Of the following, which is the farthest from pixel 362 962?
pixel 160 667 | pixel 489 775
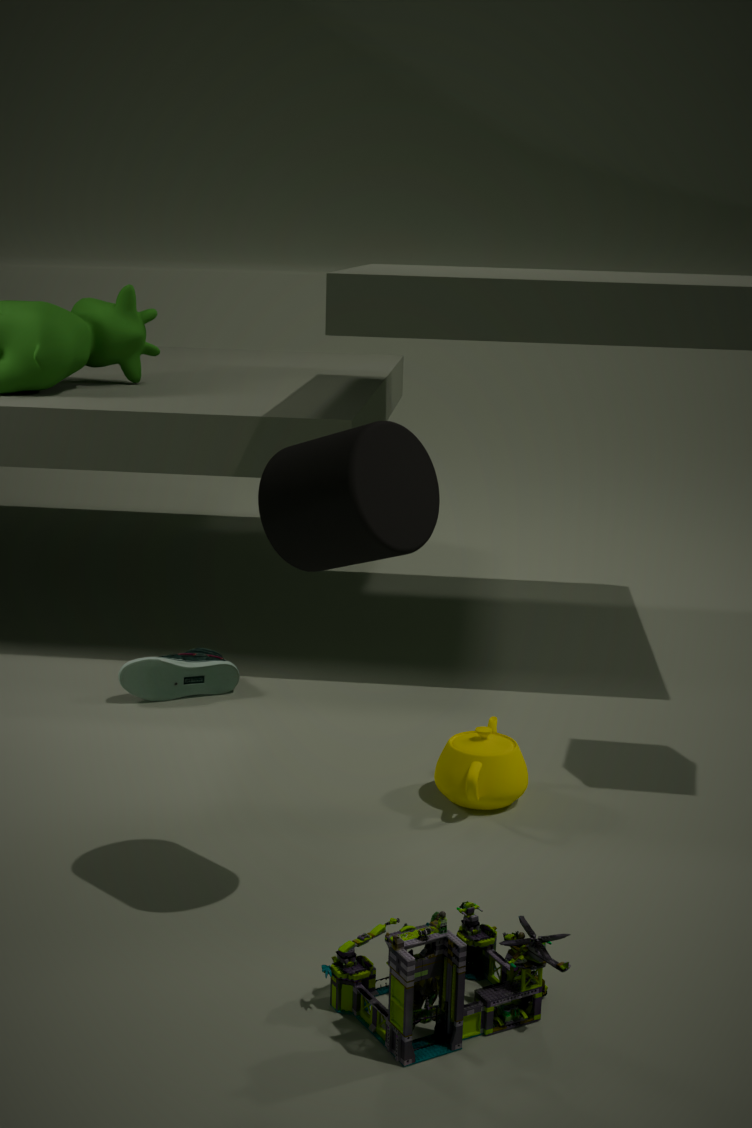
pixel 160 667
